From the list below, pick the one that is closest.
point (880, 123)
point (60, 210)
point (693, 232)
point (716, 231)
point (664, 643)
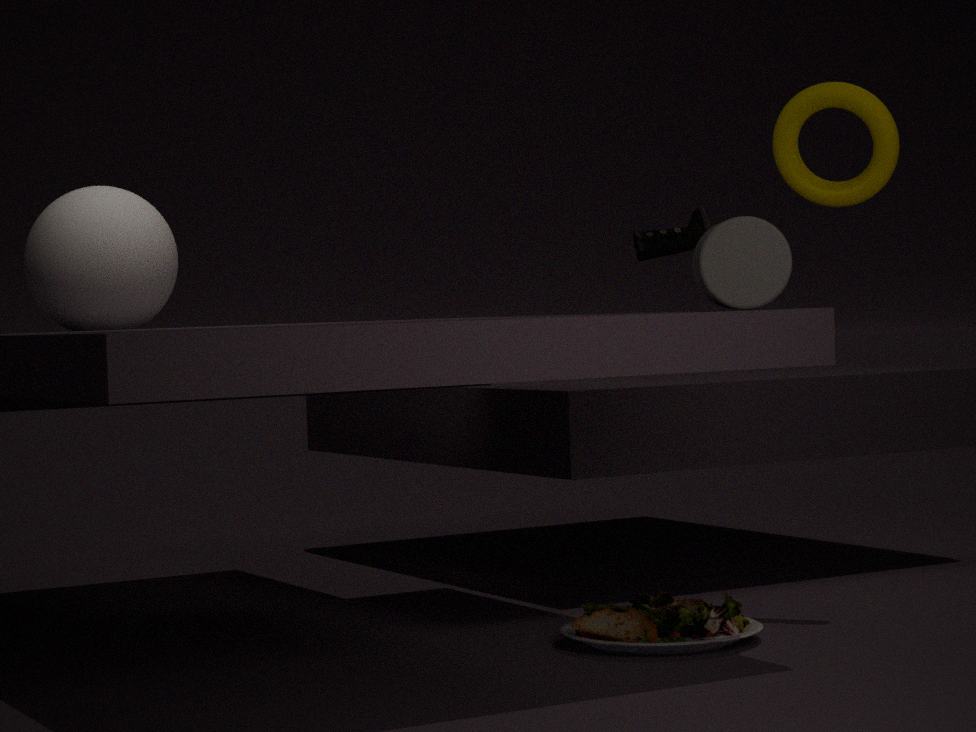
point (716, 231)
